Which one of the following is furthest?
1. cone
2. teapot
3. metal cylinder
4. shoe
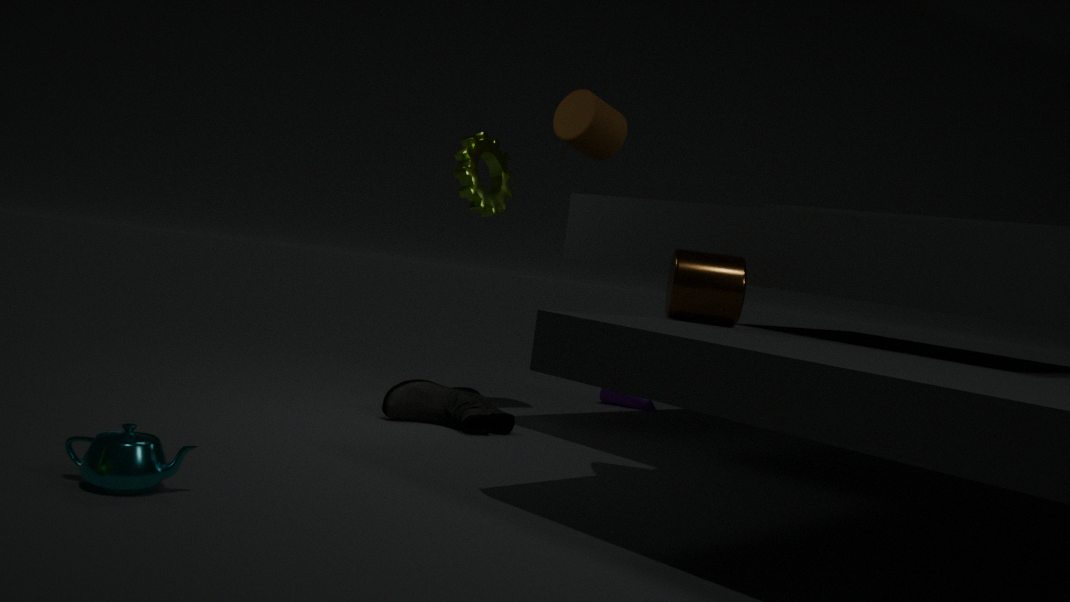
cone
